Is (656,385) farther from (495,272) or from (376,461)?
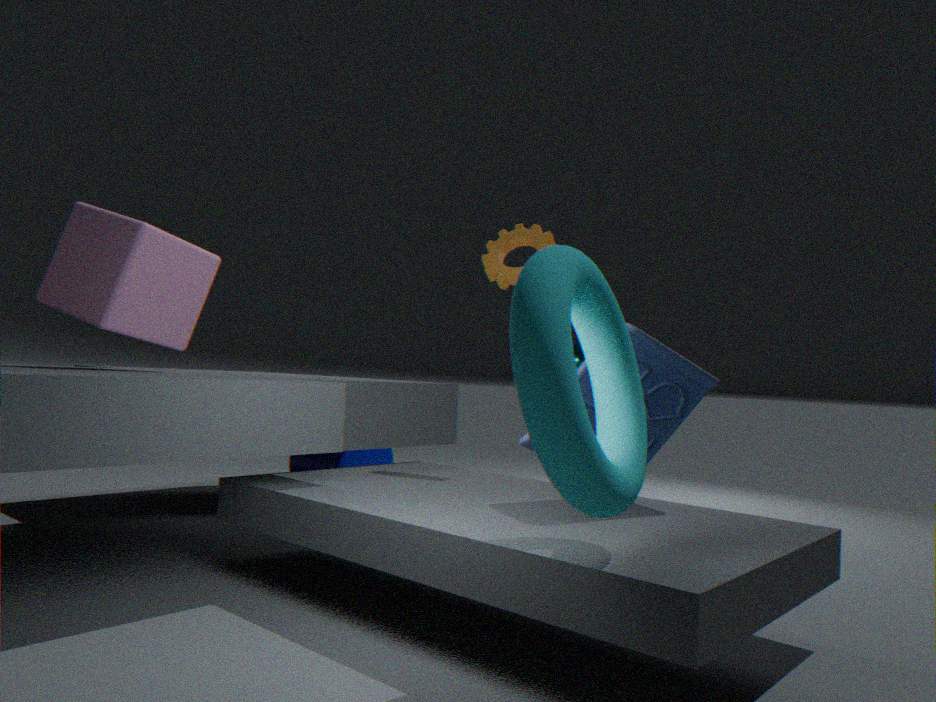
(376,461)
